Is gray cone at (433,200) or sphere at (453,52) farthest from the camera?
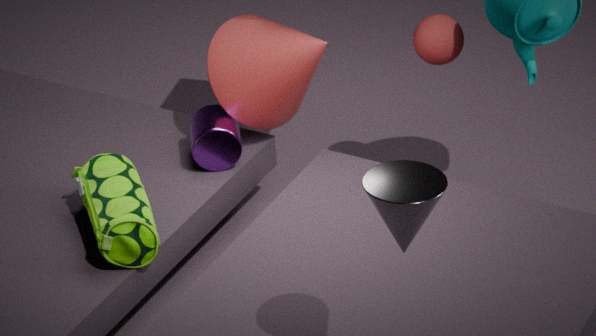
sphere at (453,52)
